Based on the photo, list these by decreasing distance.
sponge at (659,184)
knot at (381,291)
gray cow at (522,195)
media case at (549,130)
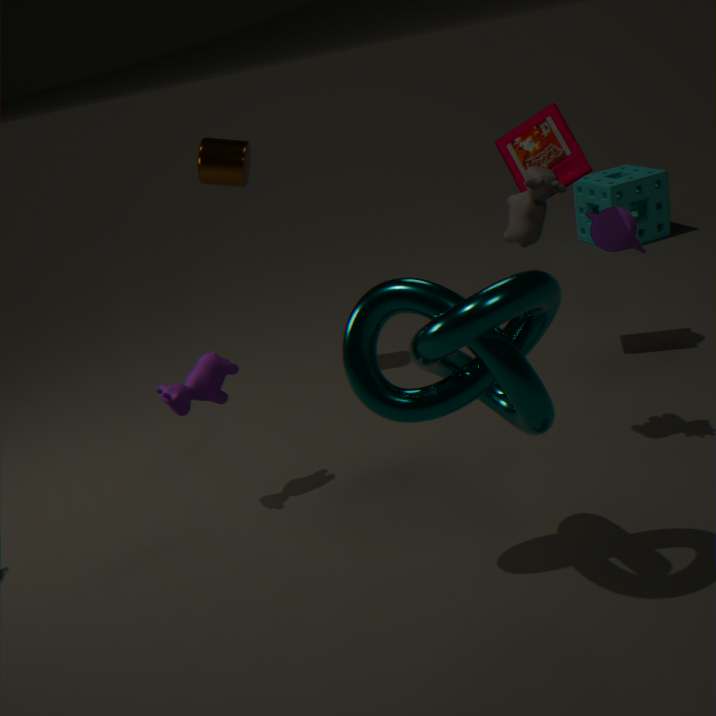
sponge at (659,184) < media case at (549,130) < gray cow at (522,195) < knot at (381,291)
